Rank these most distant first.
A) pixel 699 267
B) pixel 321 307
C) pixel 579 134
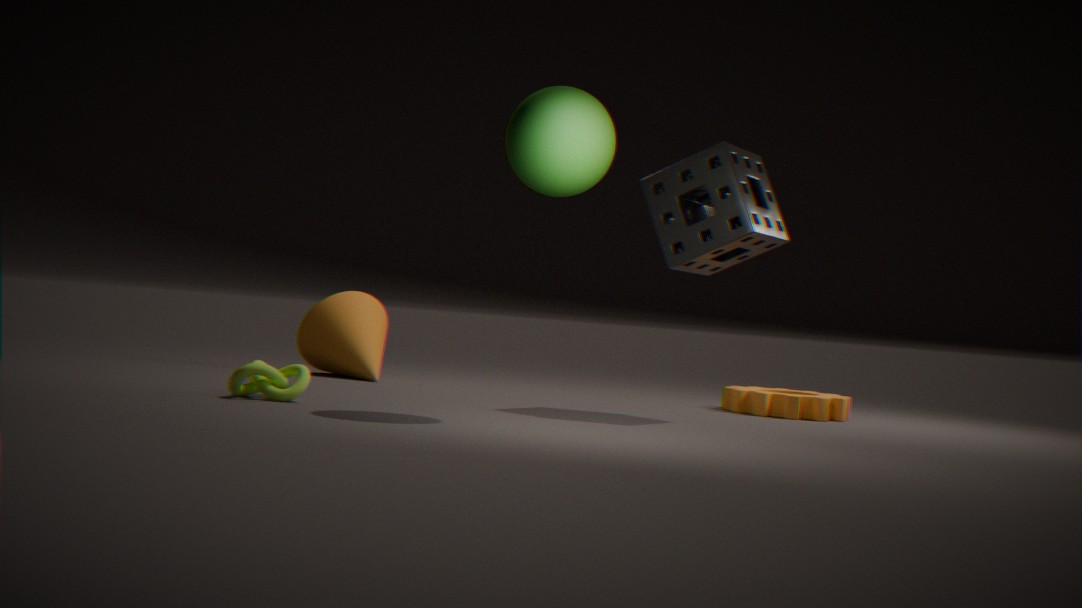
1. pixel 321 307
2. pixel 699 267
3. pixel 579 134
